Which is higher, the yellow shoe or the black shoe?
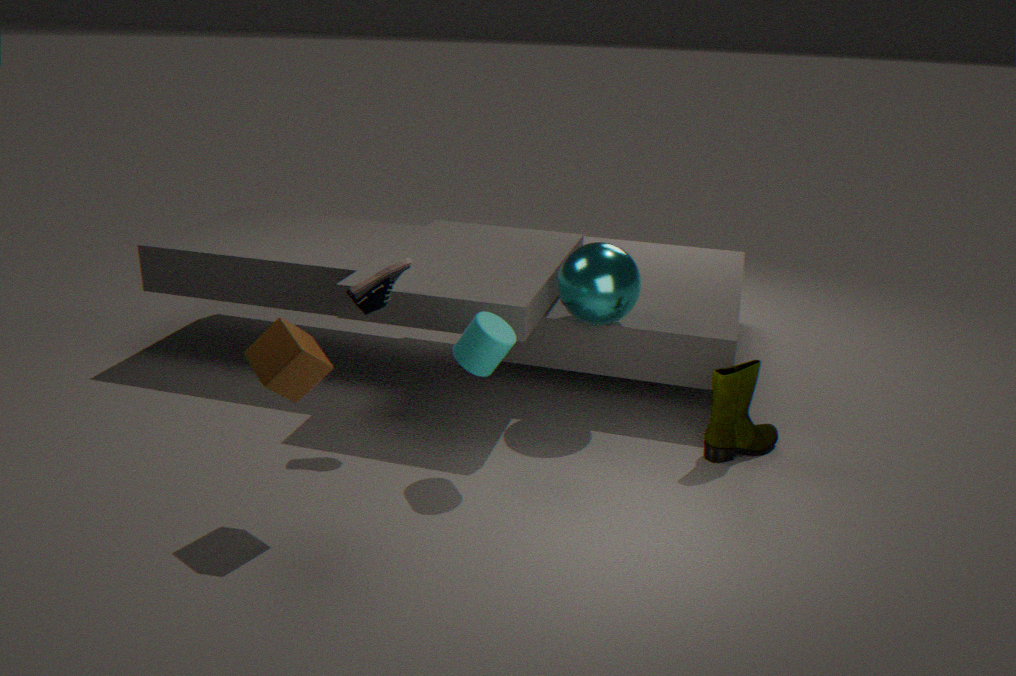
the black shoe
